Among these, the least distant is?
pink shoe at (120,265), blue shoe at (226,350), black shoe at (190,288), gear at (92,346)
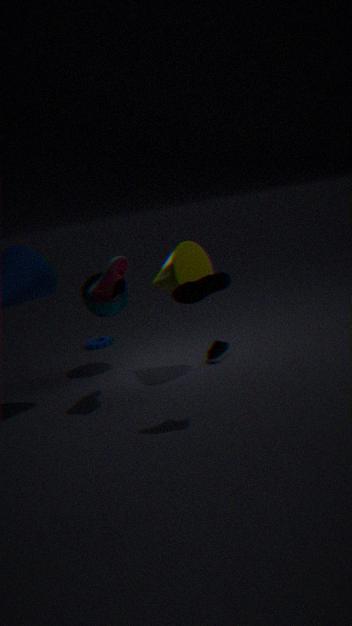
black shoe at (190,288)
